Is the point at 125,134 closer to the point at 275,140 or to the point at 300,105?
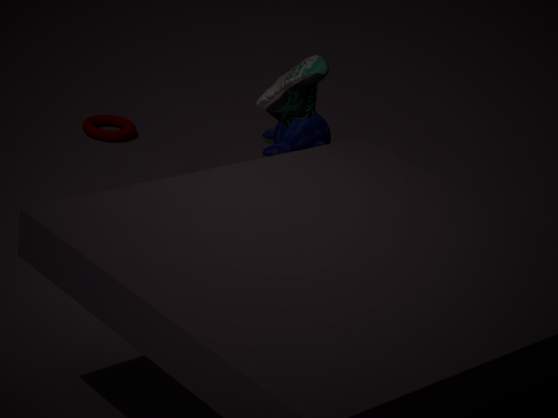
the point at 275,140
